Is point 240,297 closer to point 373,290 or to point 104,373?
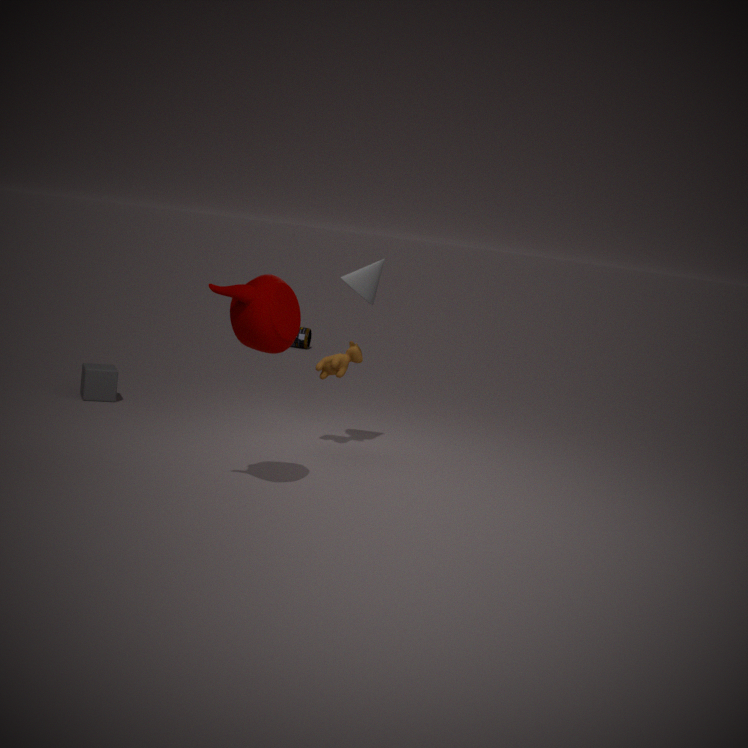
point 373,290
